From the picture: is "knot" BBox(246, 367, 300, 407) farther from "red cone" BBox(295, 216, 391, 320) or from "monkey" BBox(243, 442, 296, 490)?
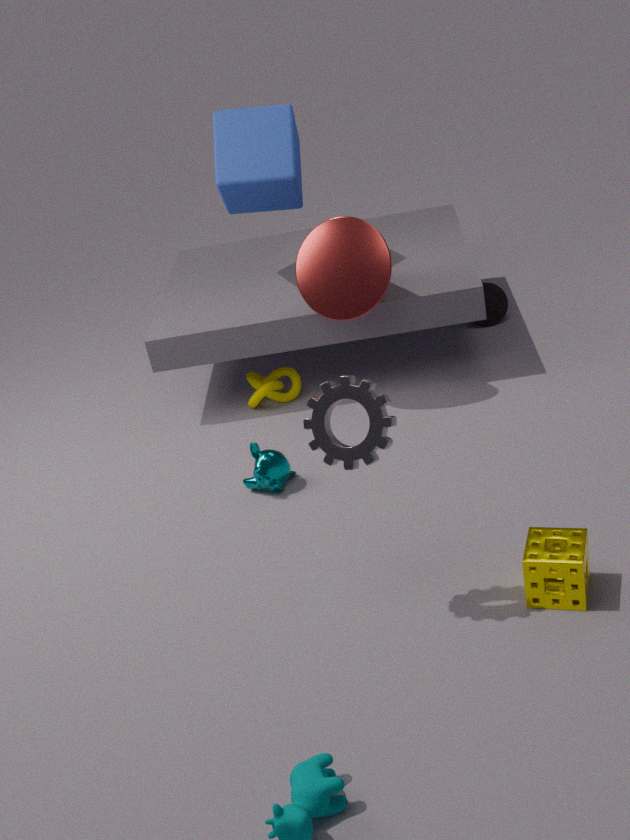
"monkey" BBox(243, 442, 296, 490)
